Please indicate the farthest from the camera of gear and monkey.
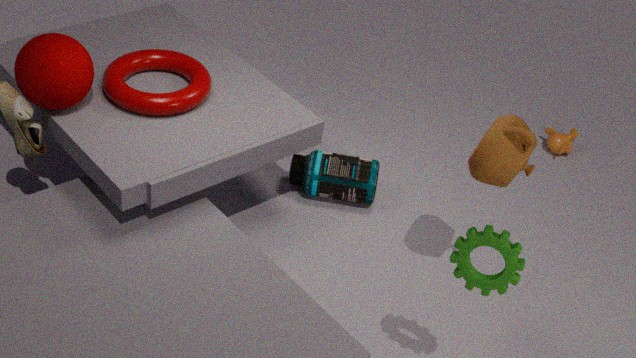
monkey
